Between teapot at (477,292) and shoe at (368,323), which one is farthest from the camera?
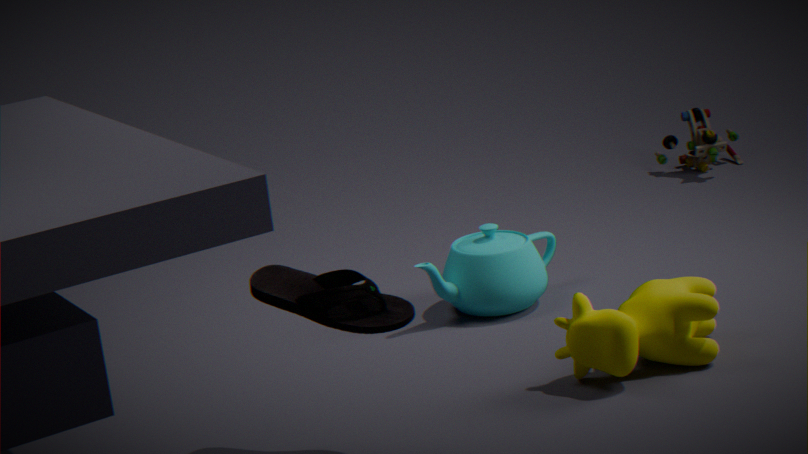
teapot at (477,292)
